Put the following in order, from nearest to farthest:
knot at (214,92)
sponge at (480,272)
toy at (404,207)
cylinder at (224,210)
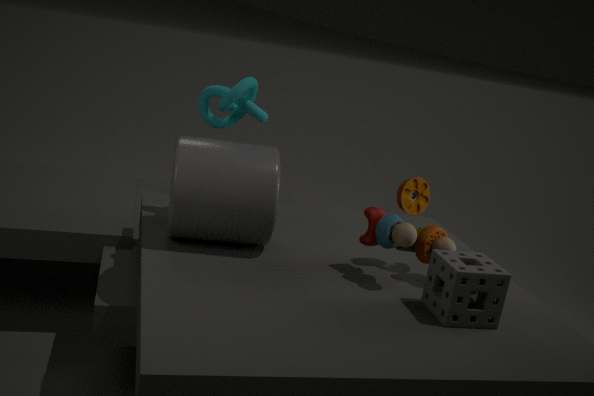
sponge at (480,272) → toy at (404,207) → cylinder at (224,210) → knot at (214,92)
